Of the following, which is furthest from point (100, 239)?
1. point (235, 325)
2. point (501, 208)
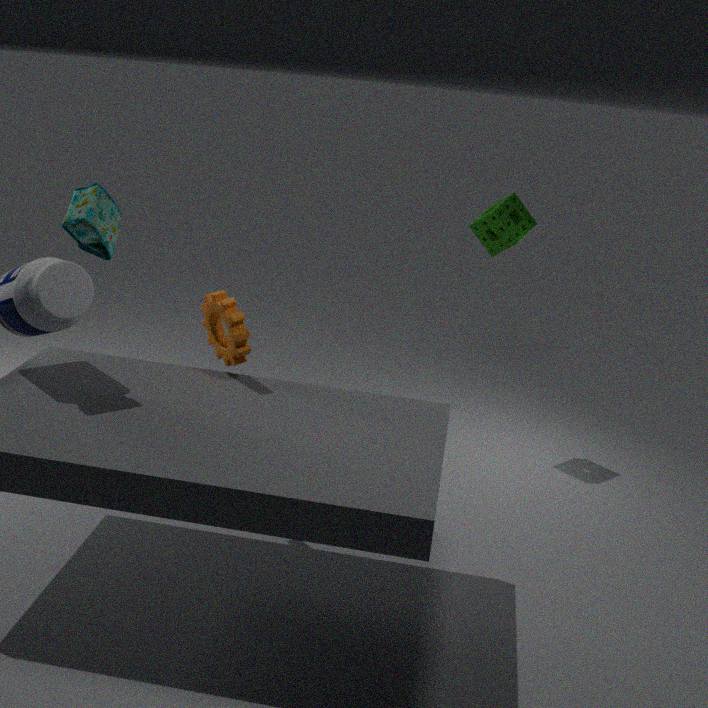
point (501, 208)
